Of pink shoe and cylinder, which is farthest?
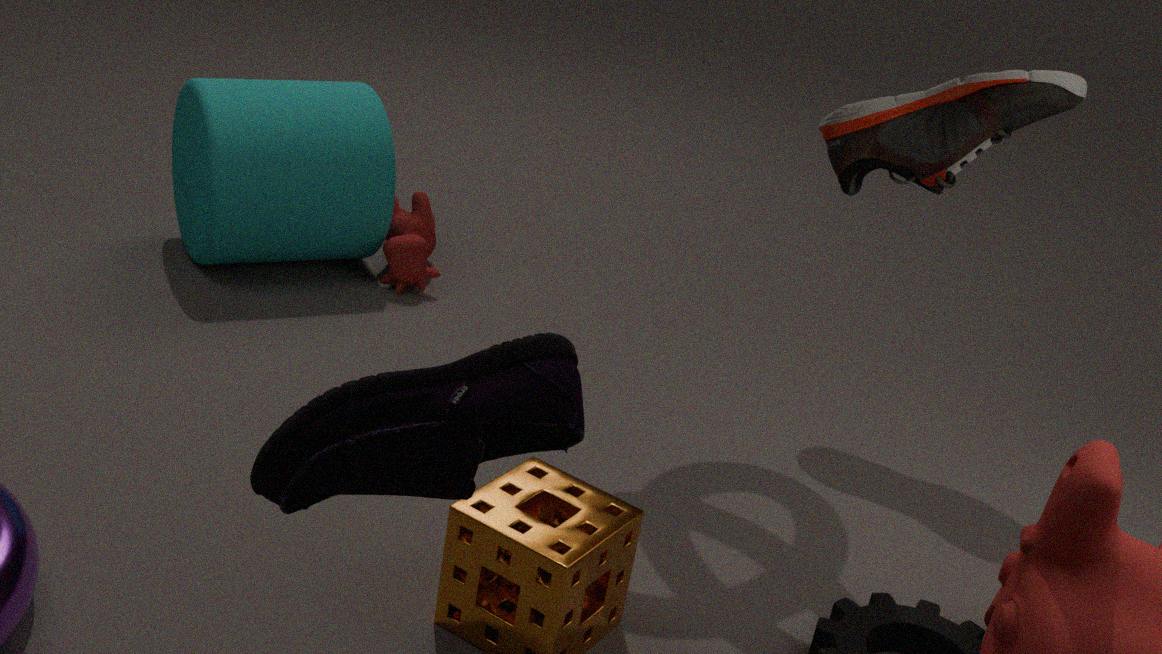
cylinder
